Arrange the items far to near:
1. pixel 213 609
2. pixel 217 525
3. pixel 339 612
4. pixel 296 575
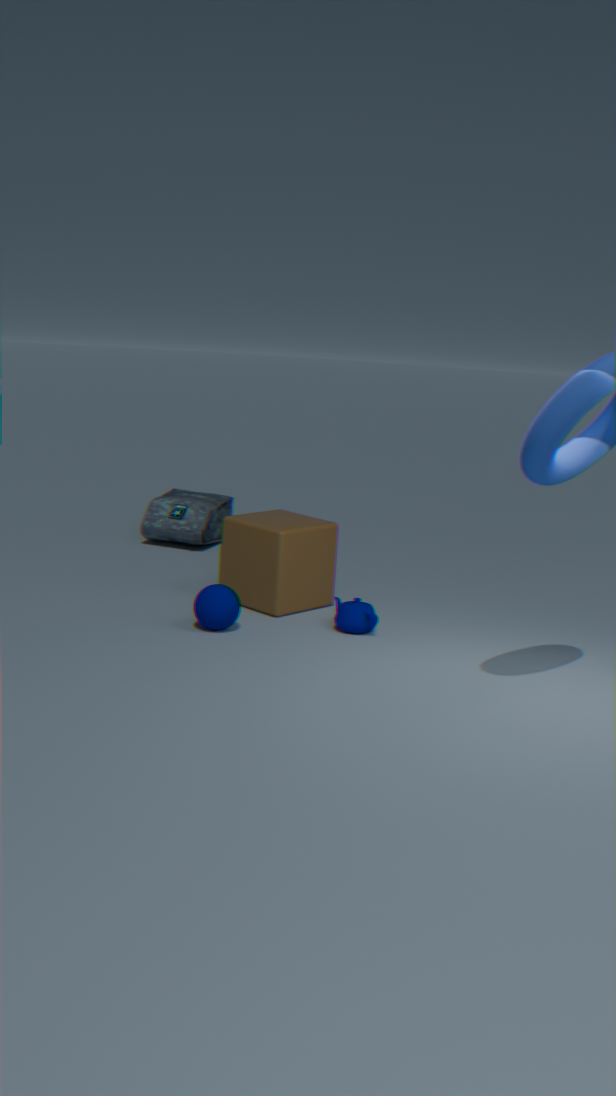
1. pixel 217 525
2. pixel 296 575
3. pixel 339 612
4. pixel 213 609
